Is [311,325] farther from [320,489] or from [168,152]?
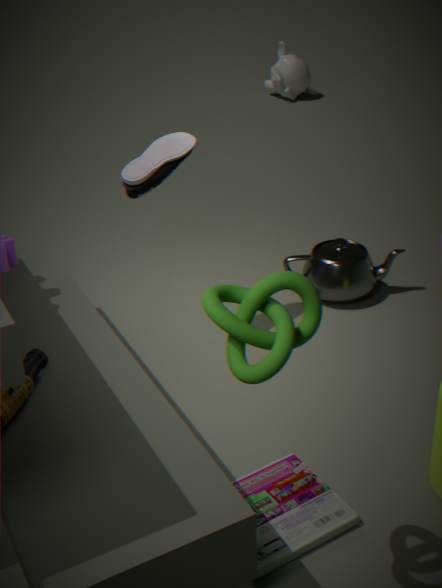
[168,152]
